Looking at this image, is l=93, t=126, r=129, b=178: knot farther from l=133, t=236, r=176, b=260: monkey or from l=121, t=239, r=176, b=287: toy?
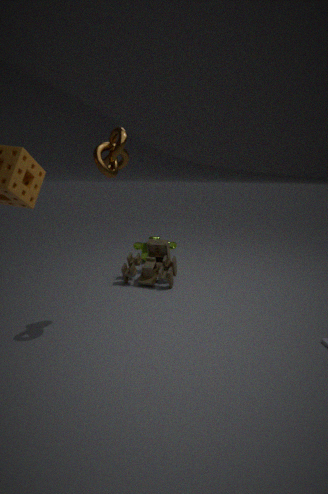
l=133, t=236, r=176, b=260: monkey
